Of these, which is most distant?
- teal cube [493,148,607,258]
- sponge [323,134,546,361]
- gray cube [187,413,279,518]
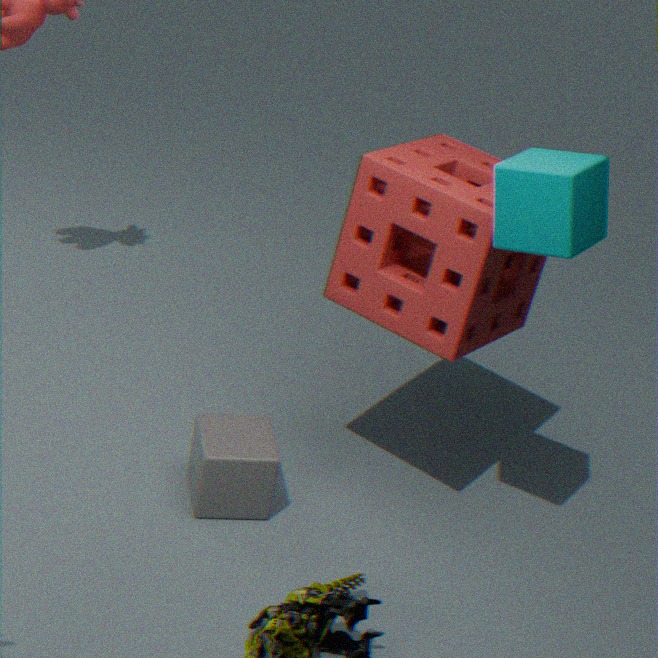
gray cube [187,413,279,518]
